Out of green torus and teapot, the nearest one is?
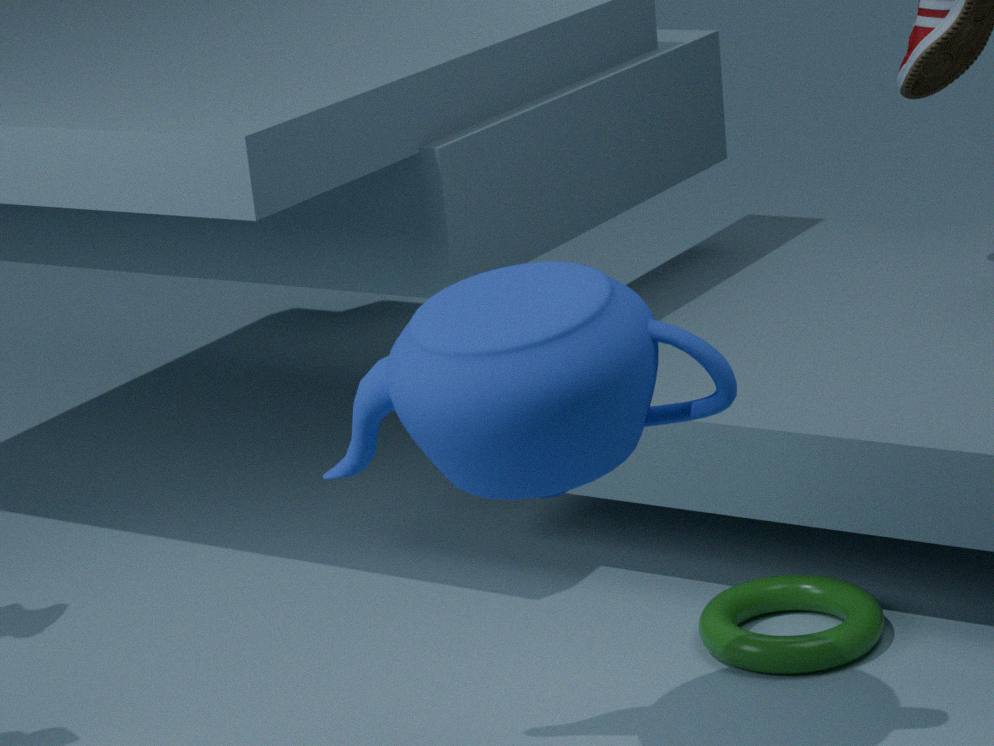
teapot
